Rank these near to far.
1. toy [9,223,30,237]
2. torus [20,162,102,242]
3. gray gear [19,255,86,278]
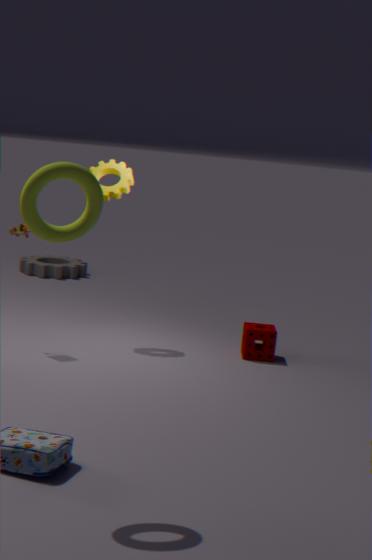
torus [20,162,102,242], toy [9,223,30,237], gray gear [19,255,86,278]
